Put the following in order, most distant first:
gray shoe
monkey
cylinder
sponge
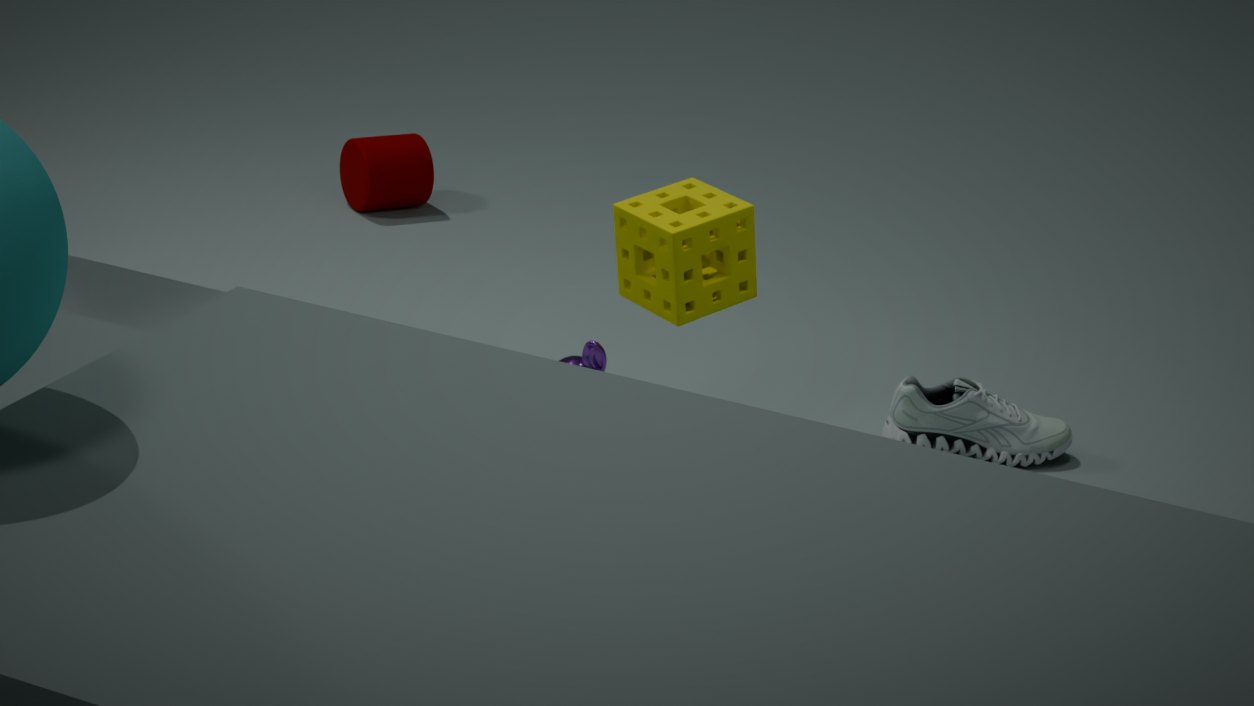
cylinder, gray shoe, monkey, sponge
